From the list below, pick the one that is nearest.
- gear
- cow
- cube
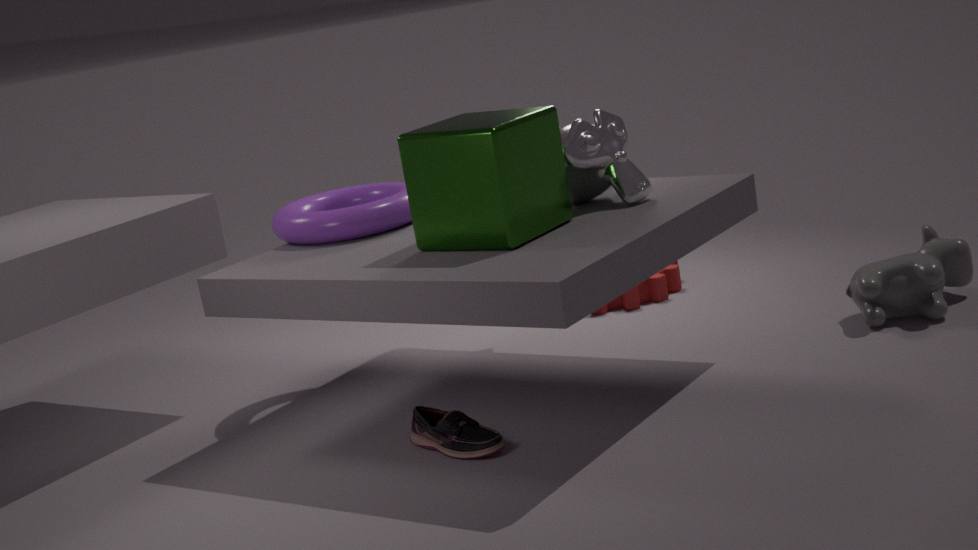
cube
